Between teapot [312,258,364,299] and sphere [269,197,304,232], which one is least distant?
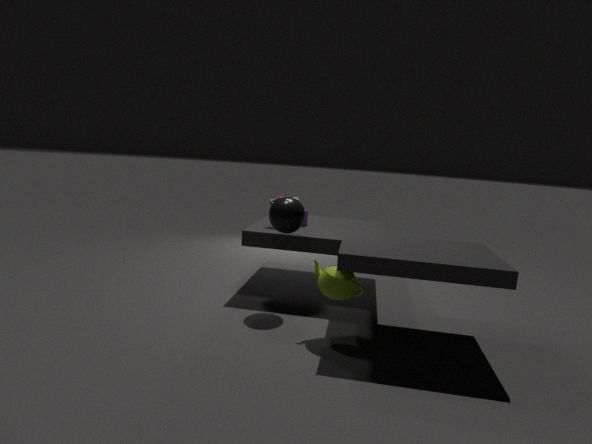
teapot [312,258,364,299]
